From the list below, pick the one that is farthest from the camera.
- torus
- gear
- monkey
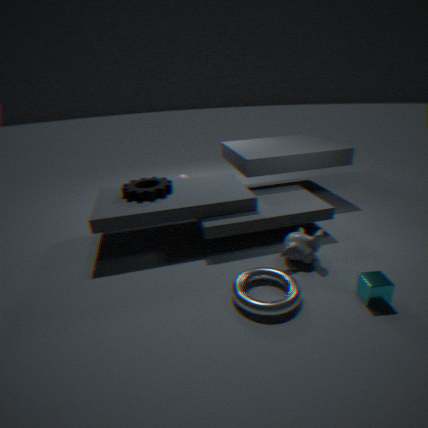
gear
